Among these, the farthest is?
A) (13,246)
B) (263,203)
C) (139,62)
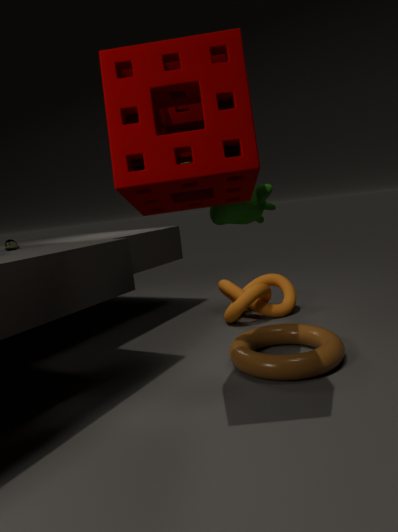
(13,246)
